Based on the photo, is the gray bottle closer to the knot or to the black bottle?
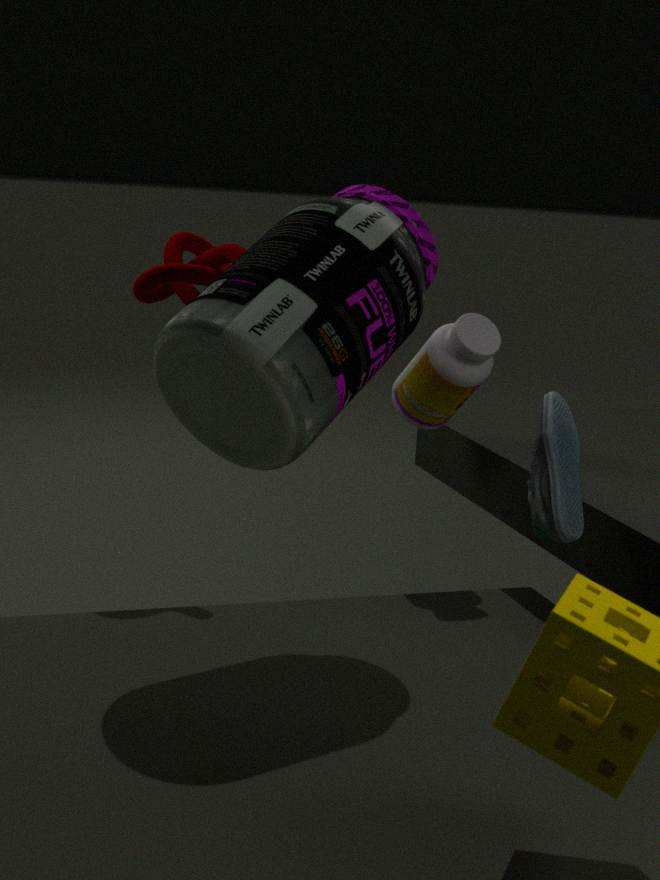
the black bottle
